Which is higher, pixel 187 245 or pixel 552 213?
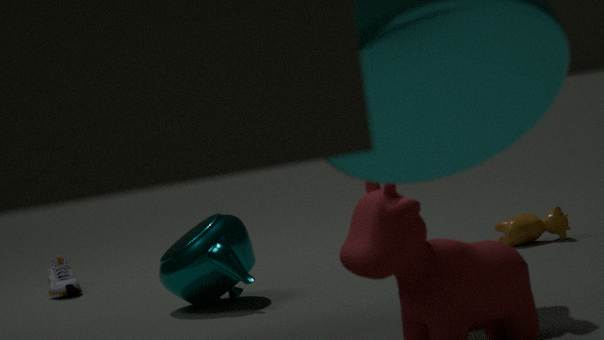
pixel 187 245
